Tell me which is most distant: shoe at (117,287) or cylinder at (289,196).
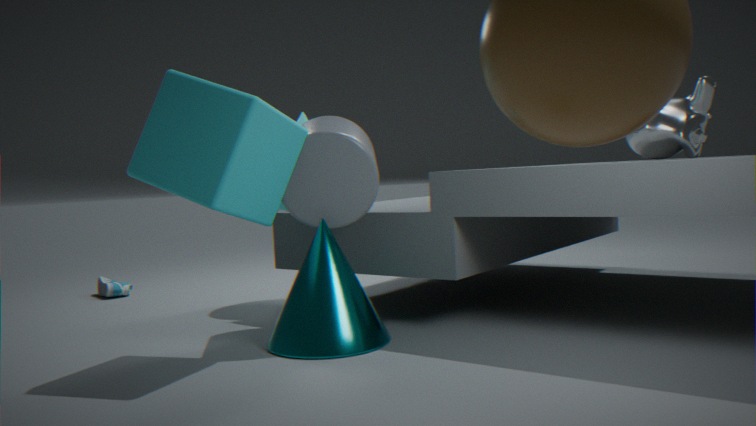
shoe at (117,287)
